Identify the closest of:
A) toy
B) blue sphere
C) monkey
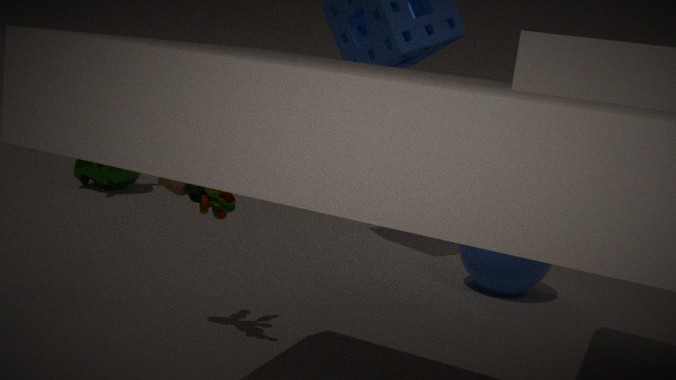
toy
